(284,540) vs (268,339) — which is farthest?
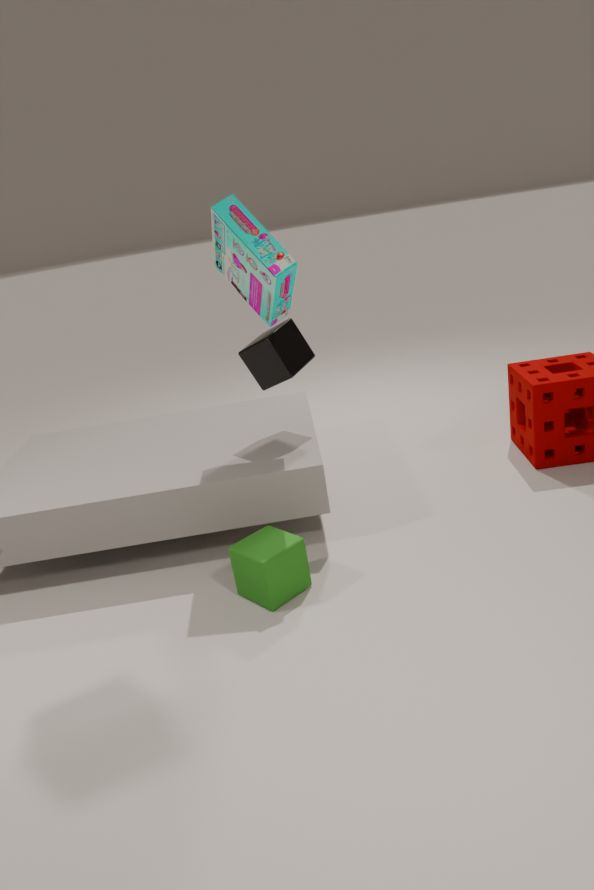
(268,339)
